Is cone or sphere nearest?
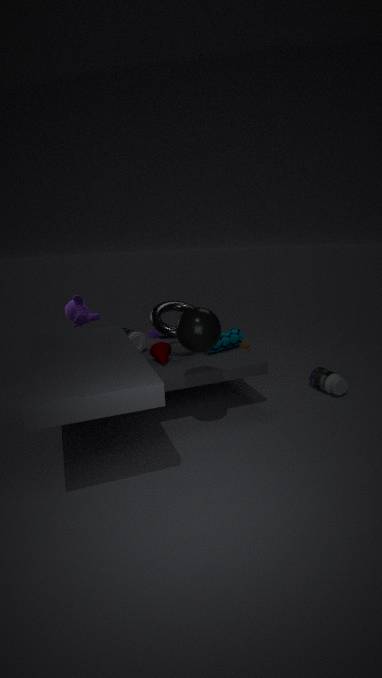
sphere
